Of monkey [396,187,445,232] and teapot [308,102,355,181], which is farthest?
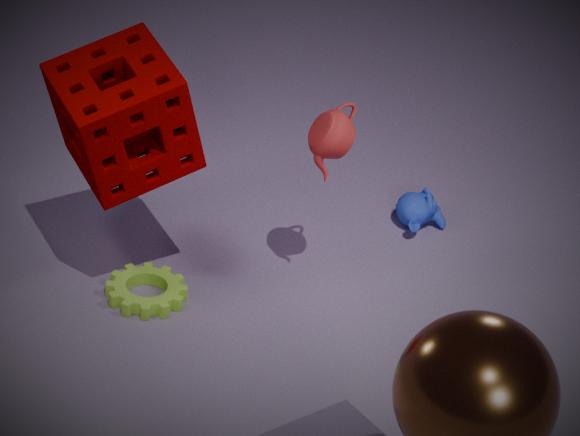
monkey [396,187,445,232]
